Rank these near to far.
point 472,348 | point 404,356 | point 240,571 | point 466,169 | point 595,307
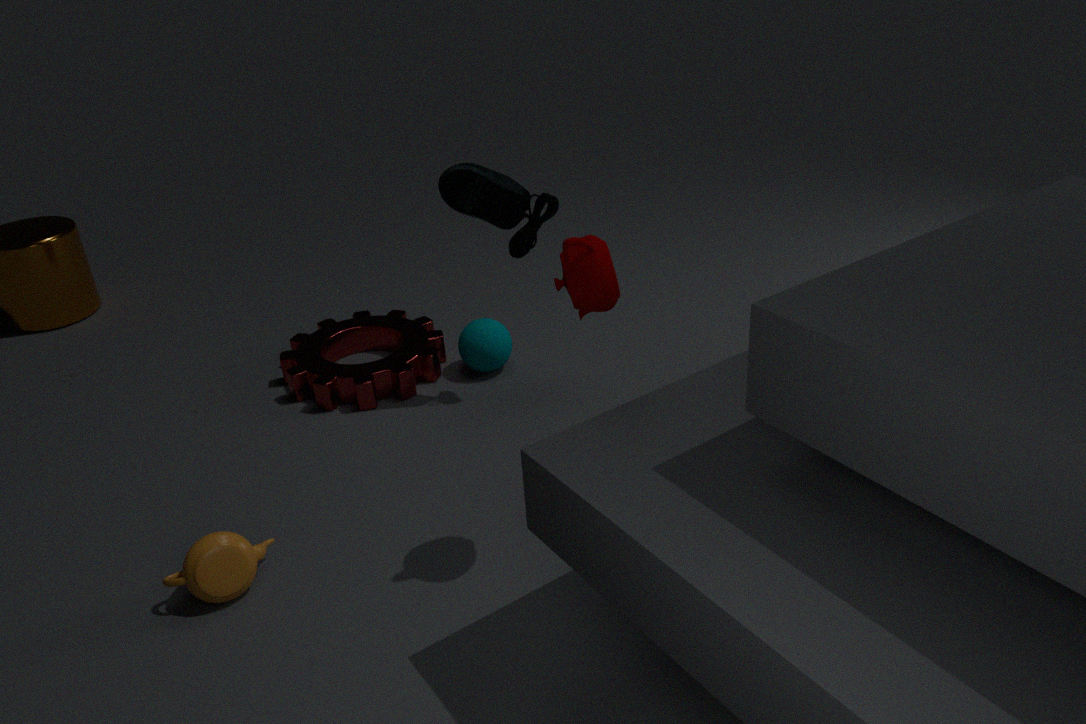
1. point 595,307
2. point 240,571
3. point 466,169
4. point 472,348
5. point 404,356
